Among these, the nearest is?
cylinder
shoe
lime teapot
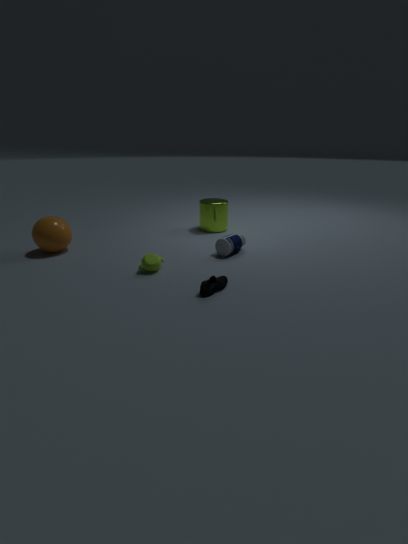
shoe
